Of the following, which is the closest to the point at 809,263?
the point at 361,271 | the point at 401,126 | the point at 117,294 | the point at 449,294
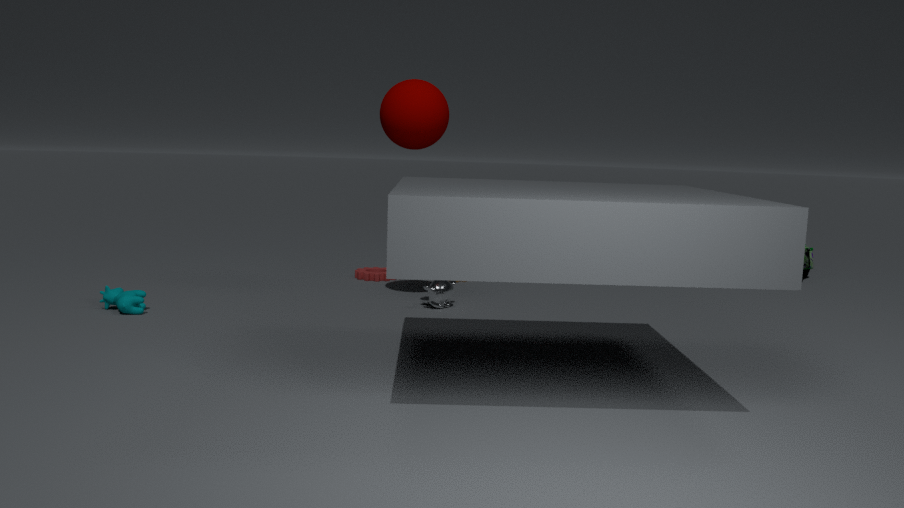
the point at 449,294
